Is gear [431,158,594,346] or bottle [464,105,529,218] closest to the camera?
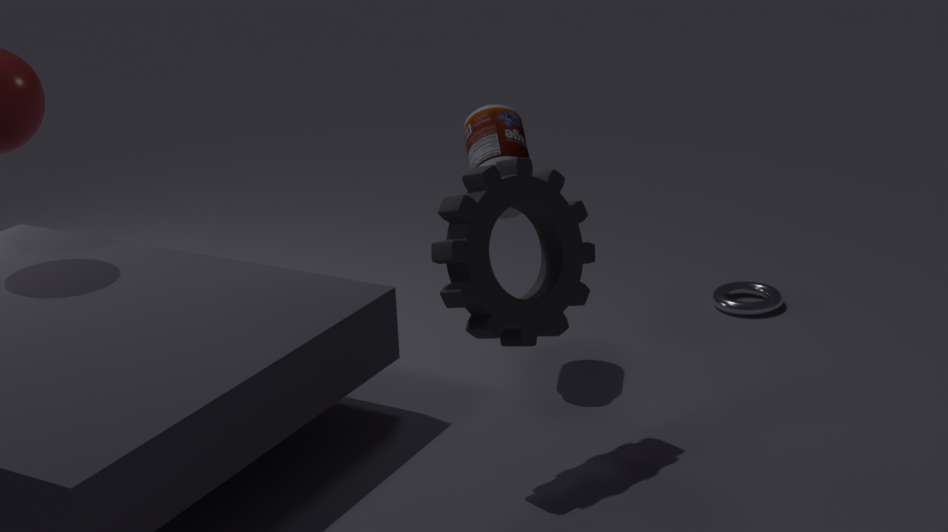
gear [431,158,594,346]
